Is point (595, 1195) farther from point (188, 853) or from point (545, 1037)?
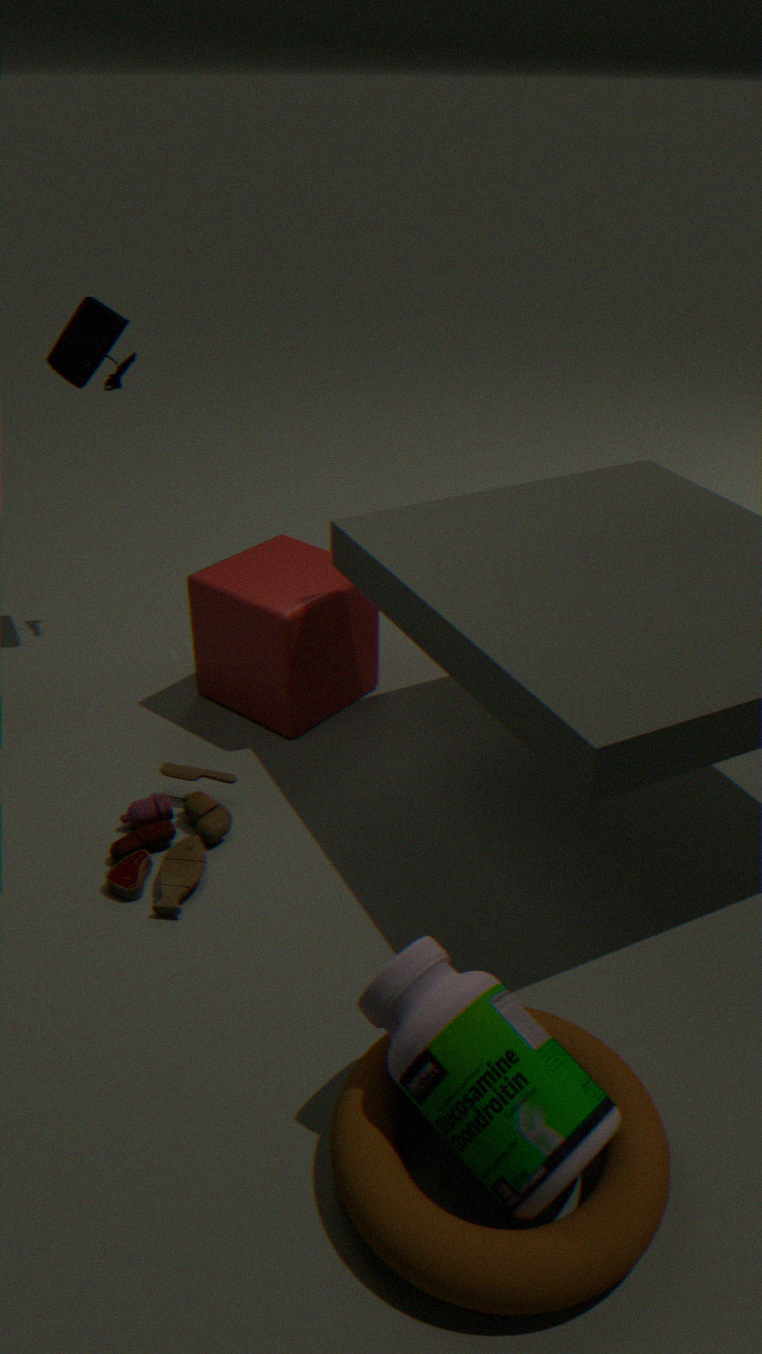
point (188, 853)
